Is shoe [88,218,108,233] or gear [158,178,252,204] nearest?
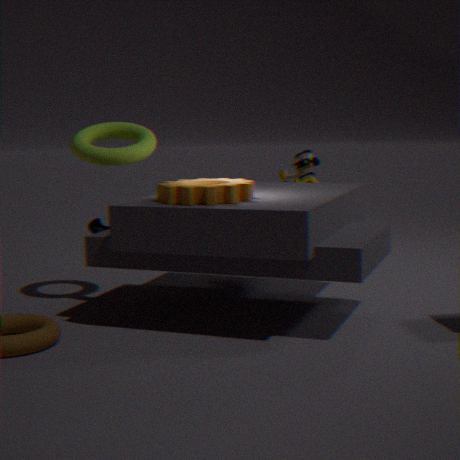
gear [158,178,252,204]
